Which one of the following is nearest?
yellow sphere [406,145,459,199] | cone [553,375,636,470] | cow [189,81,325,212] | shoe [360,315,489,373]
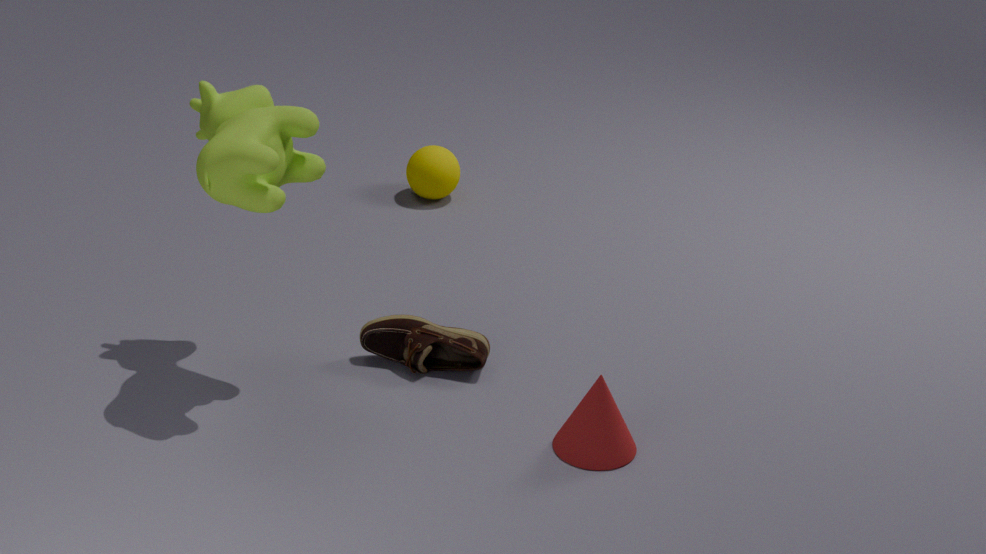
cow [189,81,325,212]
